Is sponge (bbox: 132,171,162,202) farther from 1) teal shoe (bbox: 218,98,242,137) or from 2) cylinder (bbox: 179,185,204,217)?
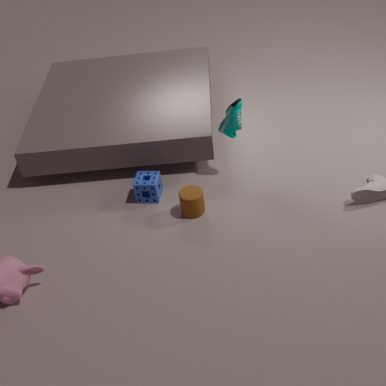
1) teal shoe (bbox: 218,98,242,137)
